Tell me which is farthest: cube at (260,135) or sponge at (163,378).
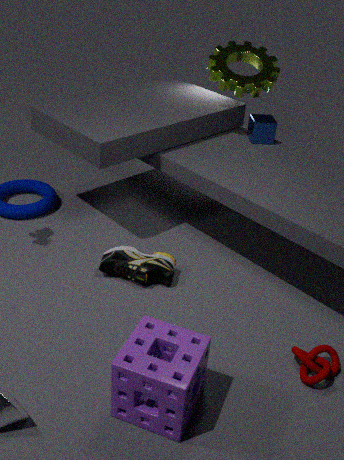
cube at (260,135)
